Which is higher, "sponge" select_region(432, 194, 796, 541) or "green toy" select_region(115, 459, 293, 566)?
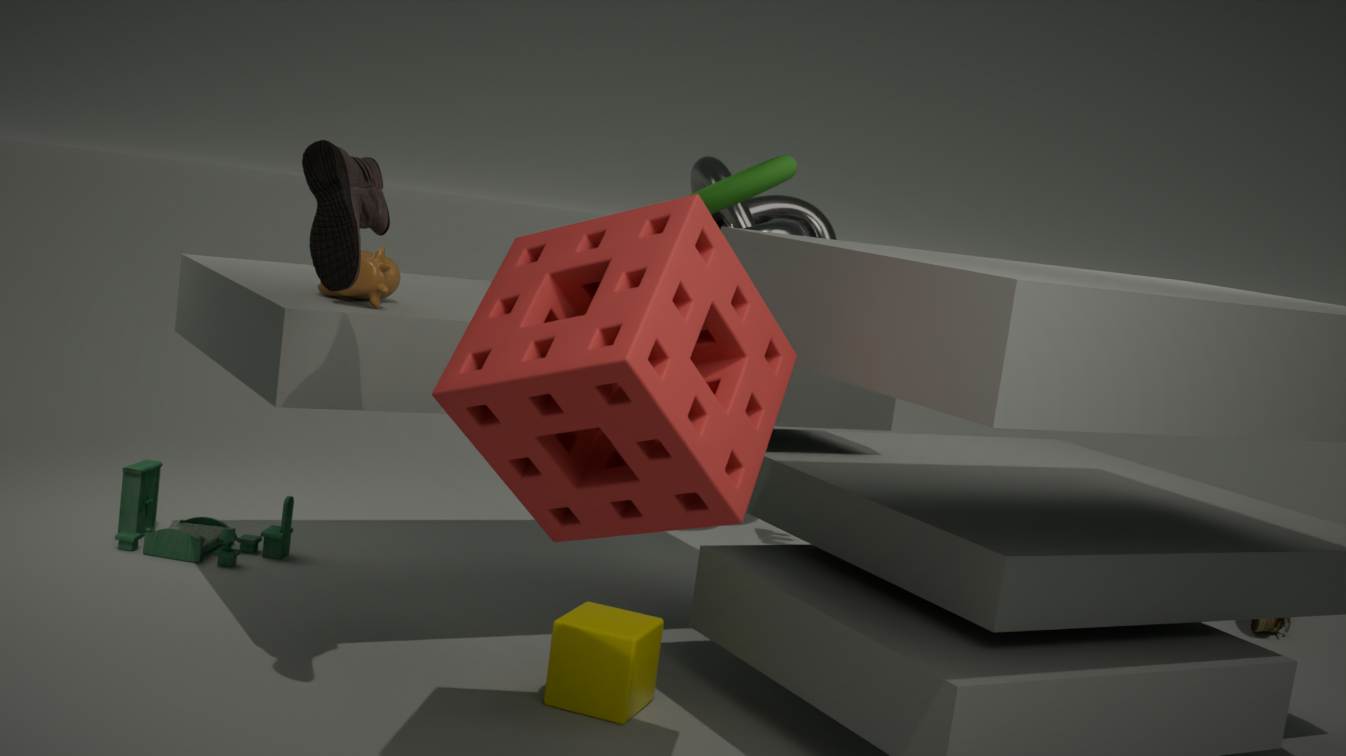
"sponge" select_region(432, 194, 796, 541)
